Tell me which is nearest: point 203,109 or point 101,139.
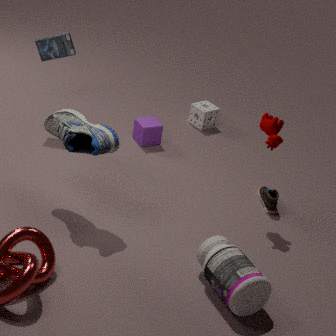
point 101,139
